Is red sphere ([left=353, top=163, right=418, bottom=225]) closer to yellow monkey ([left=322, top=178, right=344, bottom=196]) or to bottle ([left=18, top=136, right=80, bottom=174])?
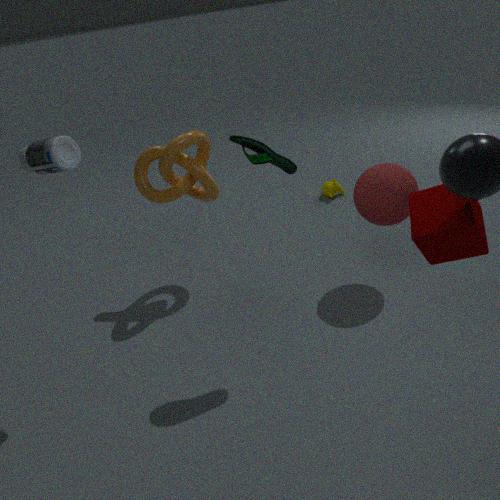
yellow monkey ([left=322, top=178, right=344, bottom=196])
